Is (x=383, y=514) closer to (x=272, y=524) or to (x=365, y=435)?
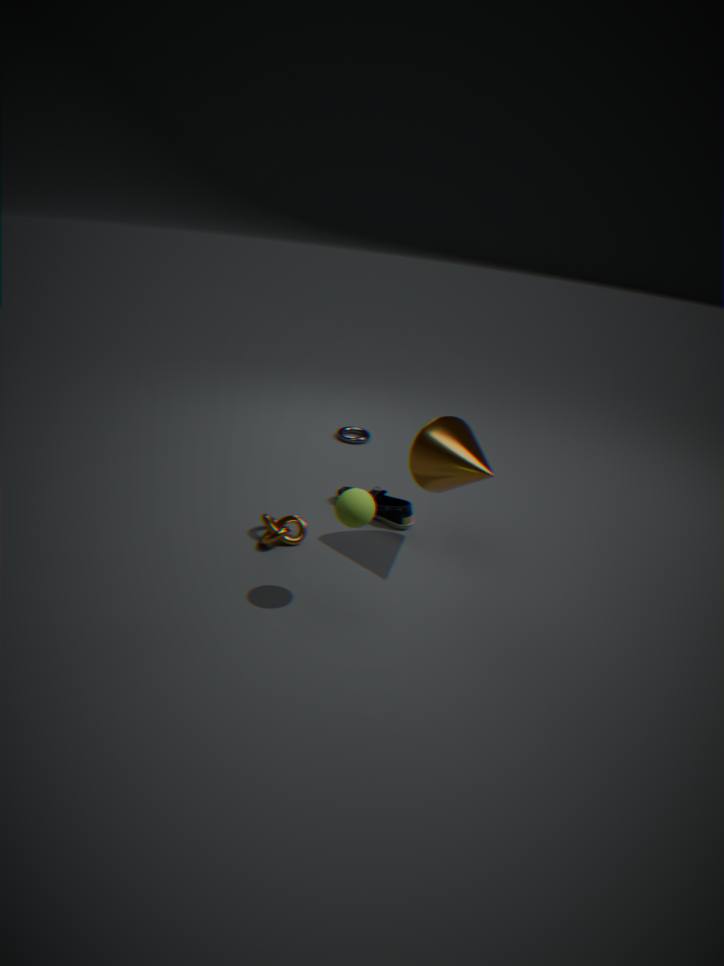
(x=272, y=524)
